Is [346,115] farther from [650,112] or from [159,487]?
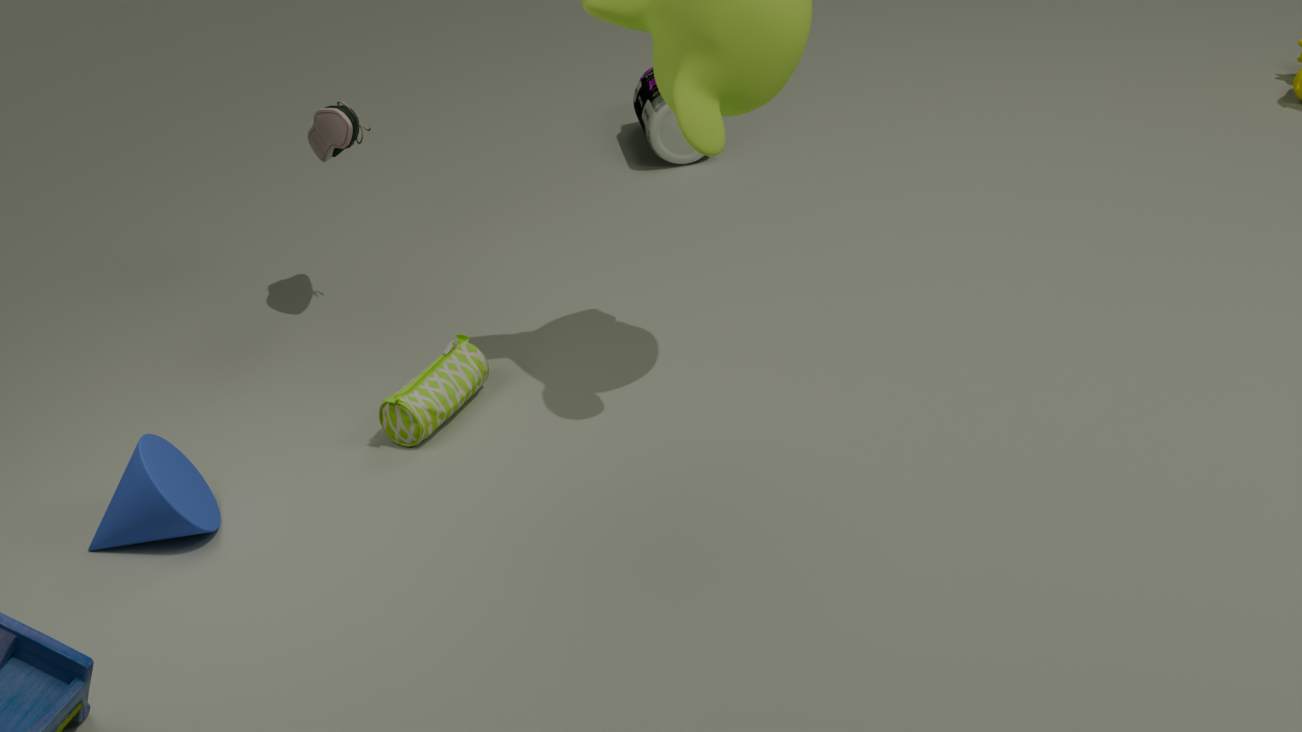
[650,112]
